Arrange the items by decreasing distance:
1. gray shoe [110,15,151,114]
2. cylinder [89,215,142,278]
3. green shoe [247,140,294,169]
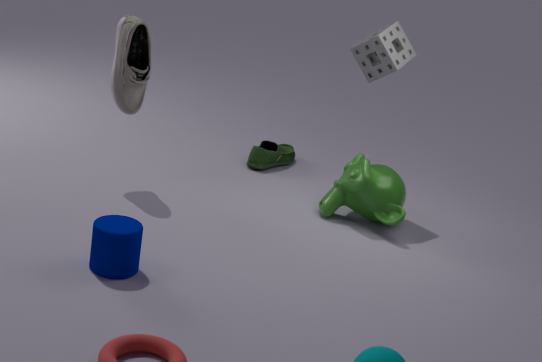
1. green shoe [247,140,294,169]
2. gray shoe [110,15,151,114]
3. cylinder [89,215,142,278]
